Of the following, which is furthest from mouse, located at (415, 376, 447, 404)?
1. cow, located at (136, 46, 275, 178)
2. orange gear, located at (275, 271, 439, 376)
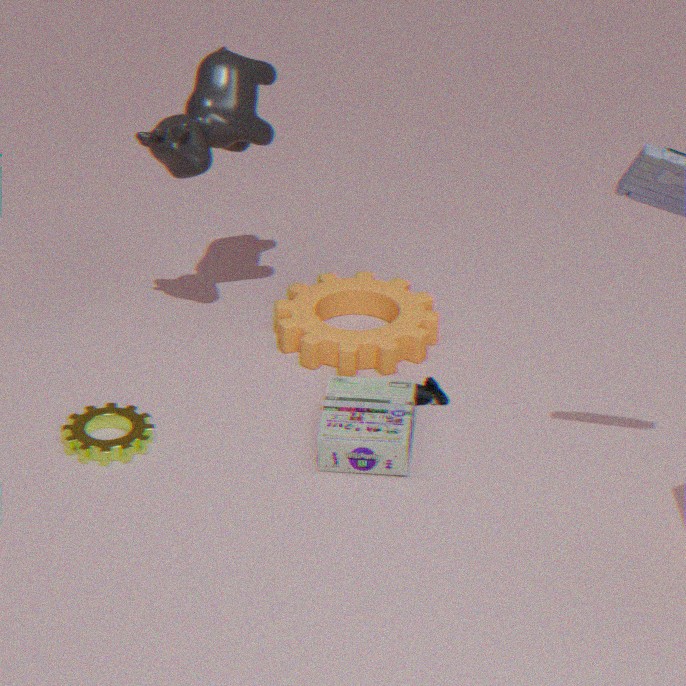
cow, located at (136, 46, 275, 178)
